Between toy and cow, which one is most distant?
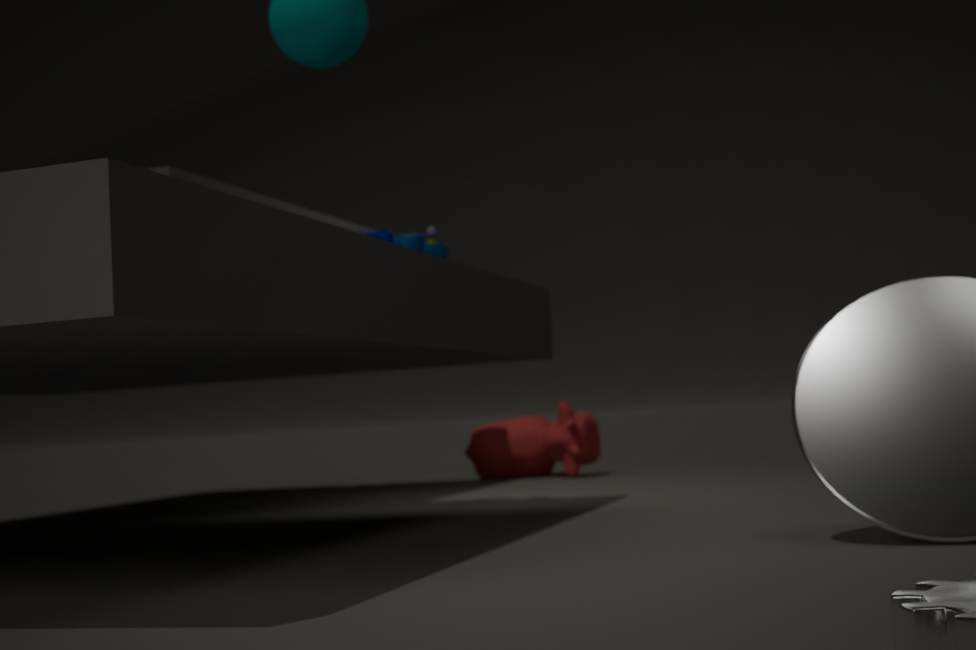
cow
